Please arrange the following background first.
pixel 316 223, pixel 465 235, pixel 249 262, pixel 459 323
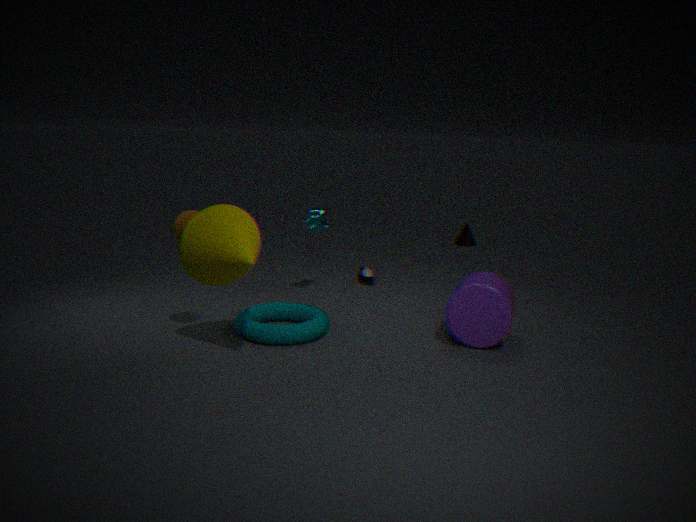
pixel 465 235 < pixel 316 223 < pixel 459 323 < pixel 249 262
